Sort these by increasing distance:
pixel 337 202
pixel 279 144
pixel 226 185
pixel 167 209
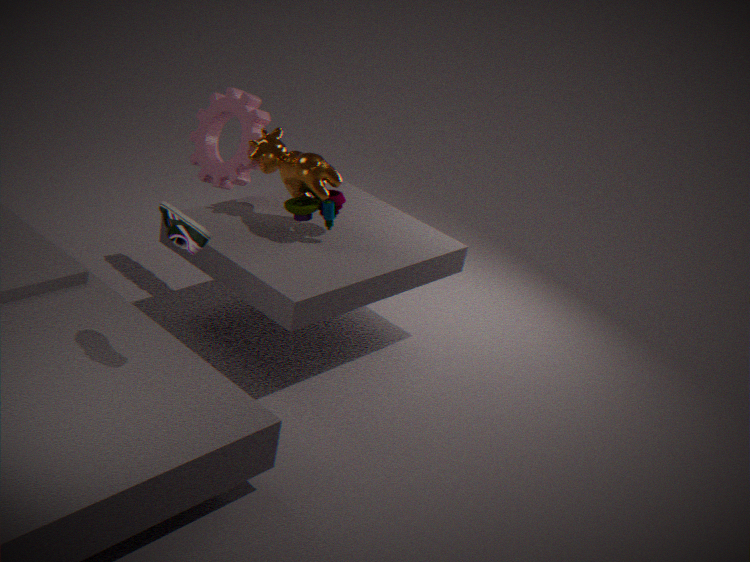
pixel 167 209, pixel 337 202, pixel 279 144, pixel 226 185
